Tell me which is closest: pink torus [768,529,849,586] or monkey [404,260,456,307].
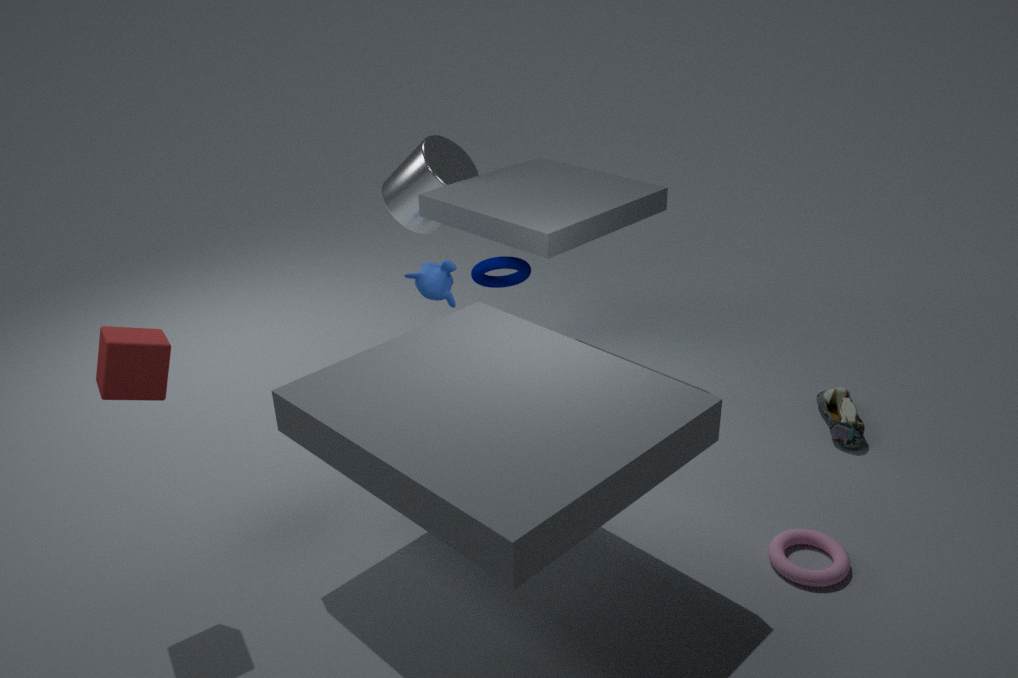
pink torus [768,529,849,586]
